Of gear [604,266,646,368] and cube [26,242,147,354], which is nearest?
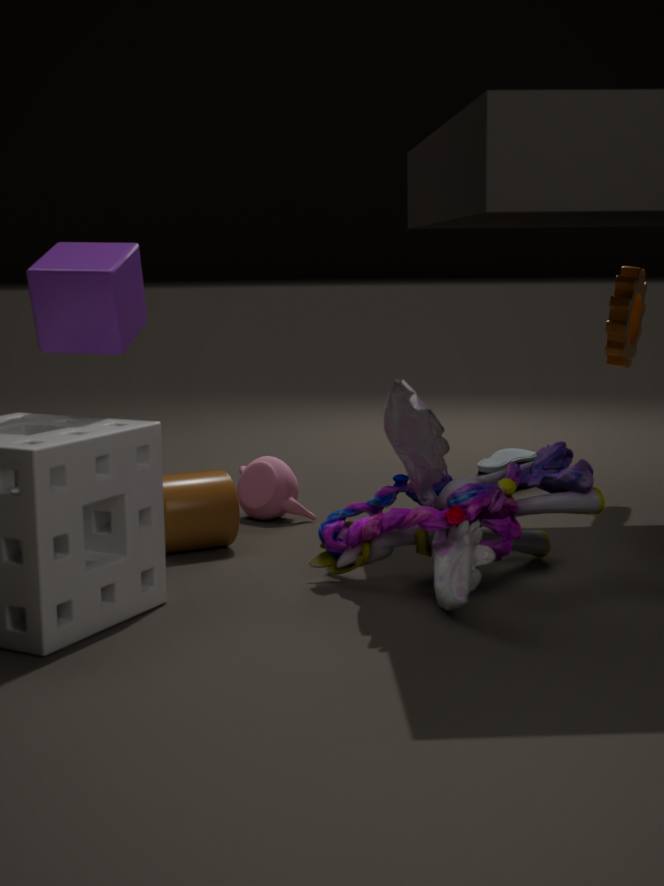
cube [26,242,147,354]
